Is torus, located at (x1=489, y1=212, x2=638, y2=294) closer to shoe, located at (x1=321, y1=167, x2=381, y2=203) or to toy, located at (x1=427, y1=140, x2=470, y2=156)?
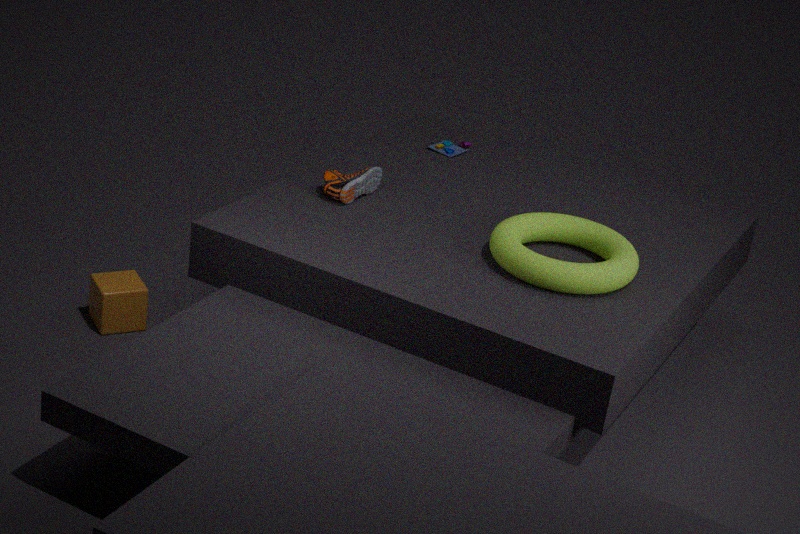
shoe, located at (x1=321, y1=167, x2=381, y2=203)
